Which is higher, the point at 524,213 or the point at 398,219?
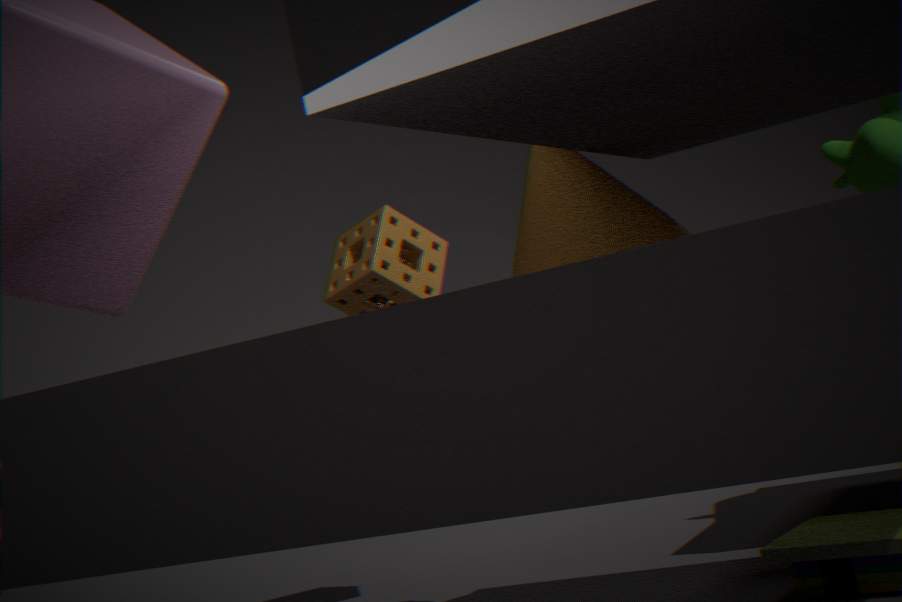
the point at 398,219
